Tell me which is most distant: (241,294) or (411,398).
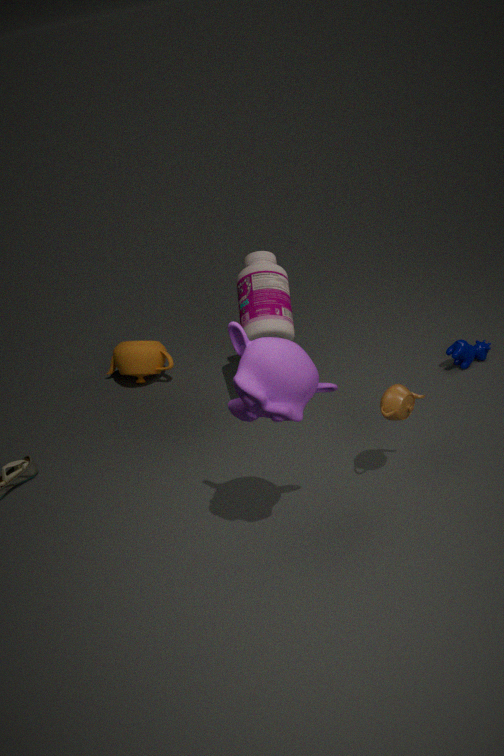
(241,294)
